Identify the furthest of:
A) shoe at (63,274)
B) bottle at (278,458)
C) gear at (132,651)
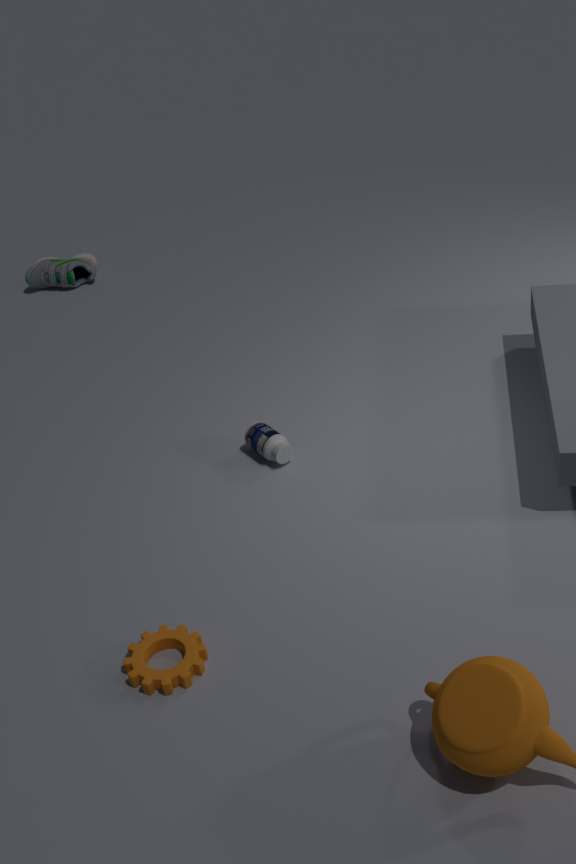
shoe at (63,274)
